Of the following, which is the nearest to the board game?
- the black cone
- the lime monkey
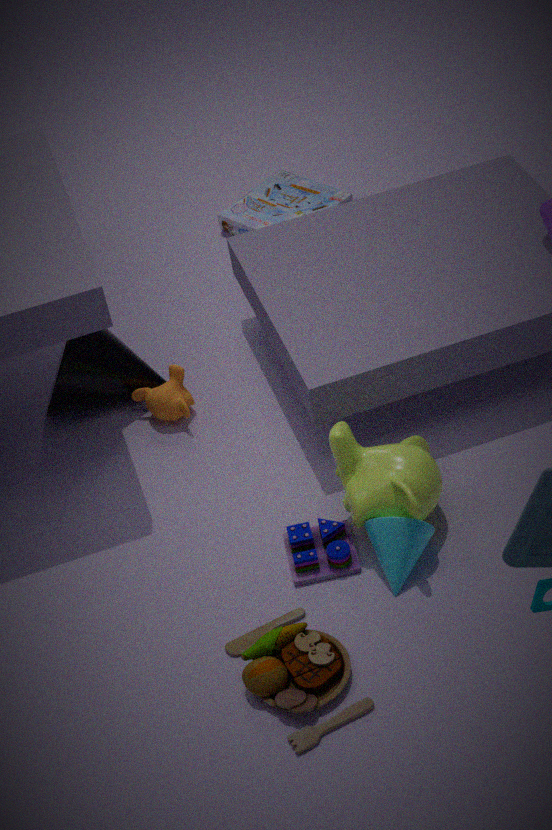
the black cone
